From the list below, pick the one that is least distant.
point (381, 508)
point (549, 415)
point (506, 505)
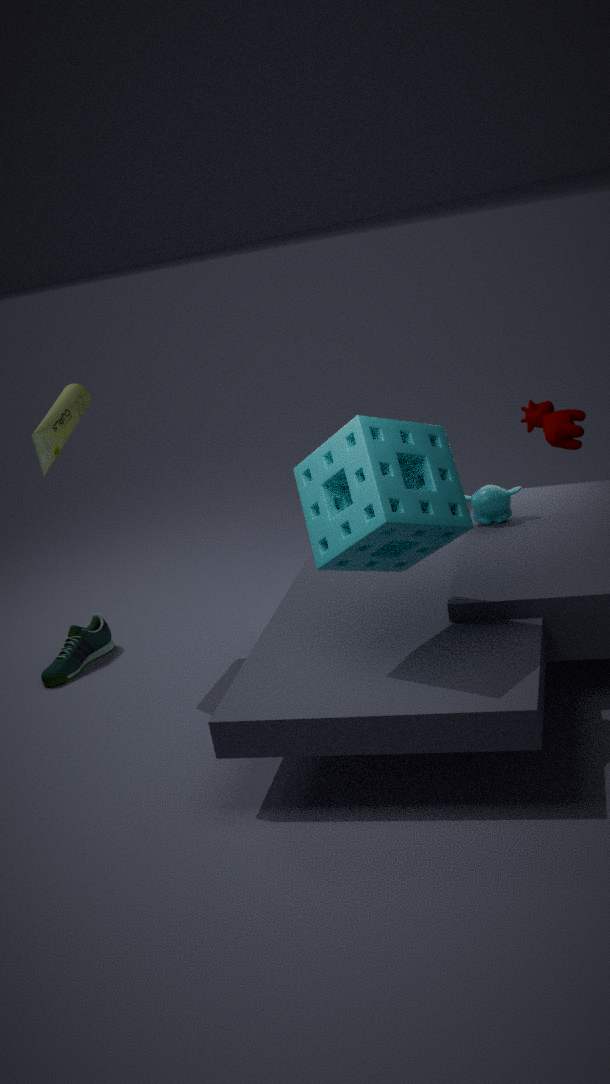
point (381, 508)
